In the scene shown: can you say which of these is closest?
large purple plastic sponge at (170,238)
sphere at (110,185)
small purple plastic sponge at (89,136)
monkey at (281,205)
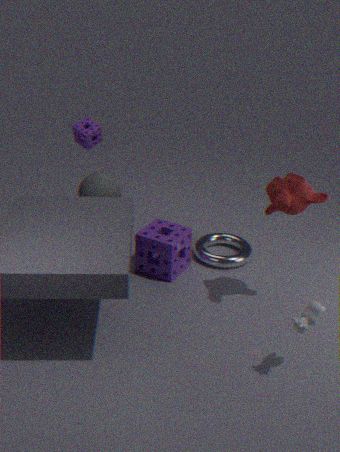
monkey at (281,205)
